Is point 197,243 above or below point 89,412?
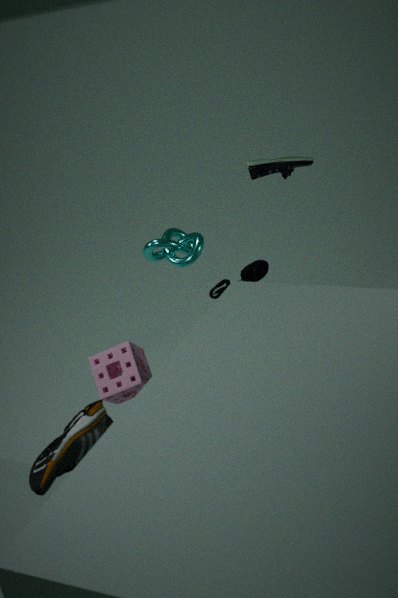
above
